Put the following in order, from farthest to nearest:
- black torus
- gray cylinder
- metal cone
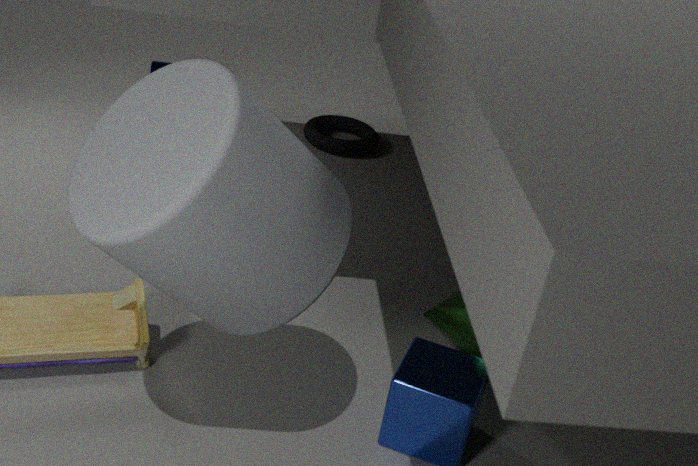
black torus < metal cone < gray cylinder
